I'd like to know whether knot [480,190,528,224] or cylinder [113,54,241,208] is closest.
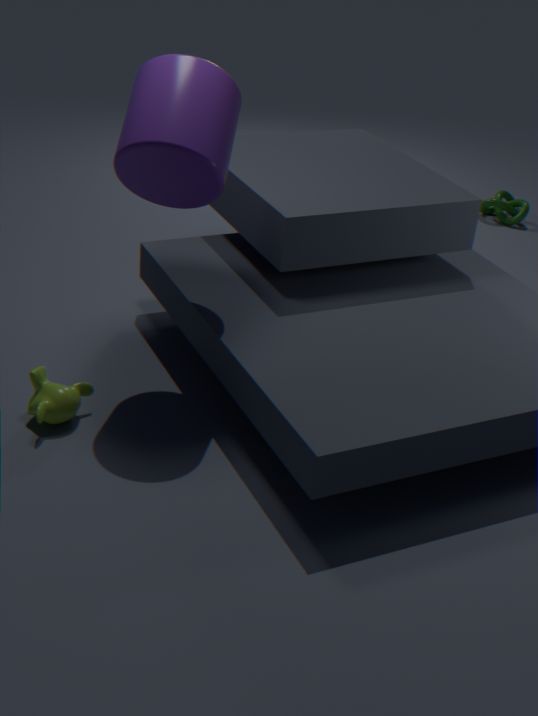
cylinder [113,54,241,208]
